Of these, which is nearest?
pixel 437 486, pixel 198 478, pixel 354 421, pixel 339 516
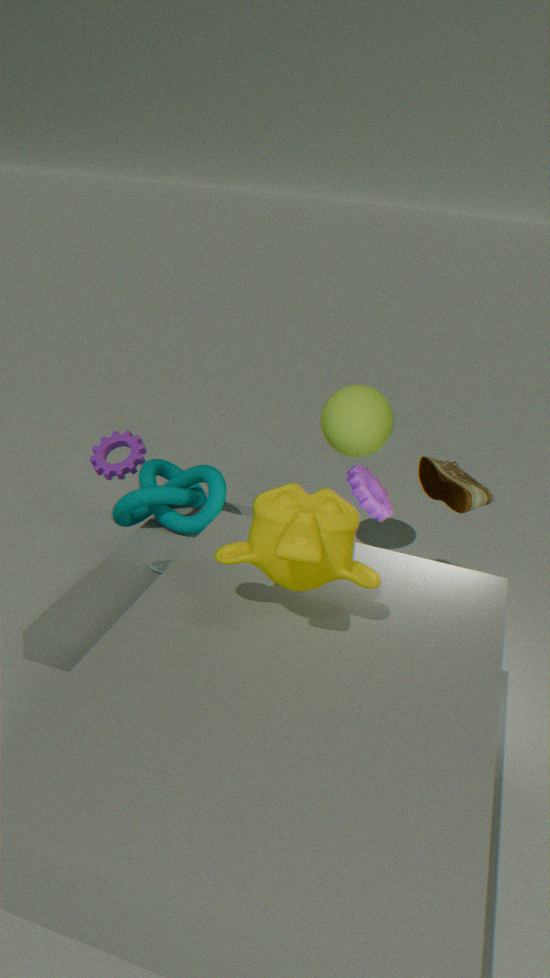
pixel 339 516
